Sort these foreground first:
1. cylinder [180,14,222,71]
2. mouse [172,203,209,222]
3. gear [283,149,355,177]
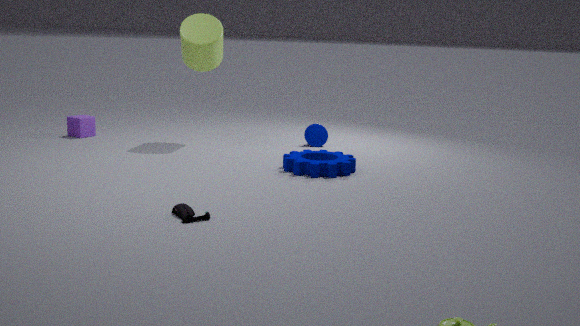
mouse [172,203,209,222] → gear [283,149,355,177] → cylinder [180,14,222,71]
